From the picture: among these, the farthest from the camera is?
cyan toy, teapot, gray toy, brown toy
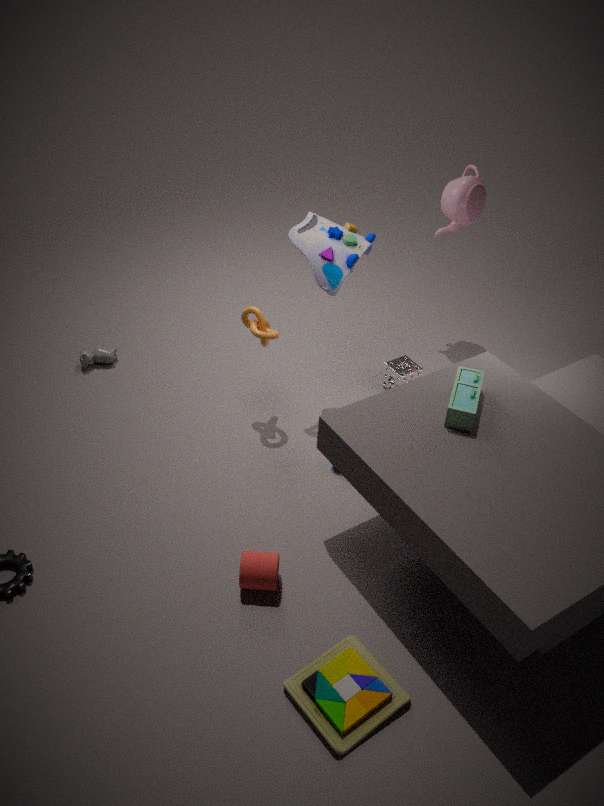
teapot
